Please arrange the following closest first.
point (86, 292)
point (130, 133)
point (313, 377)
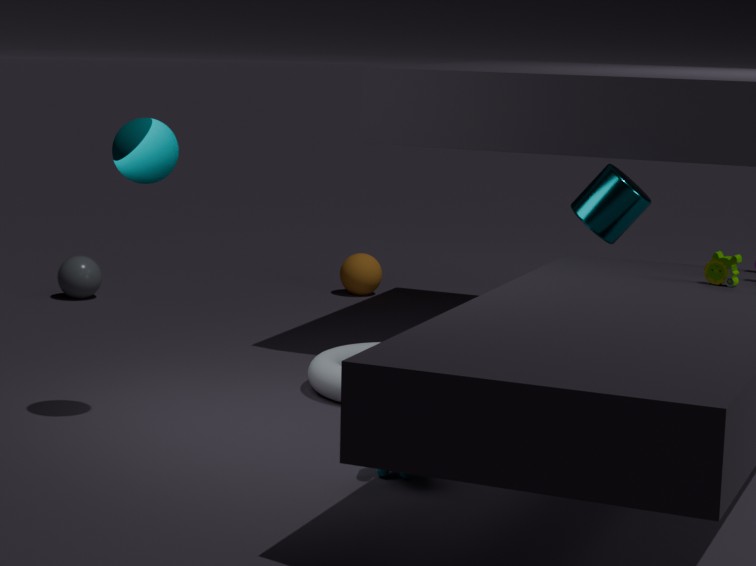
point (130, 133) < point (313, 377) < point (86, 292)
